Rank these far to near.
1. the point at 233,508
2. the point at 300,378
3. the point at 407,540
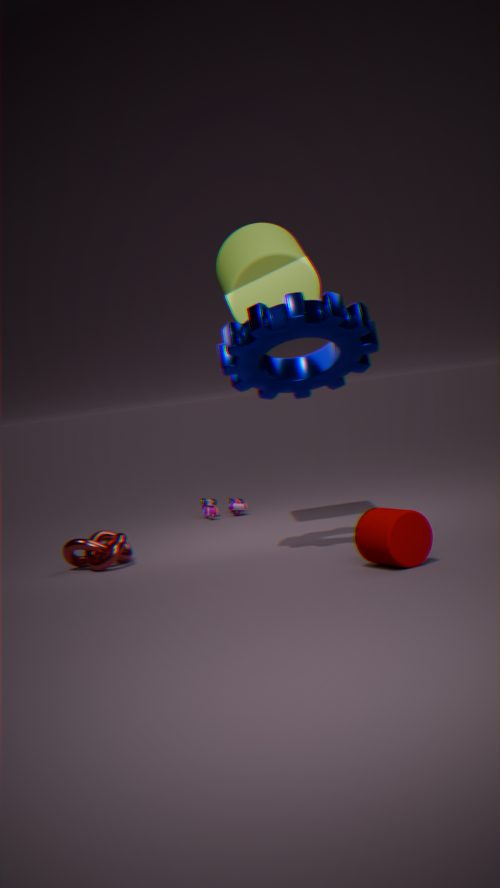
the point at 233,508 → the point at 300,378 → the point at 407,540
